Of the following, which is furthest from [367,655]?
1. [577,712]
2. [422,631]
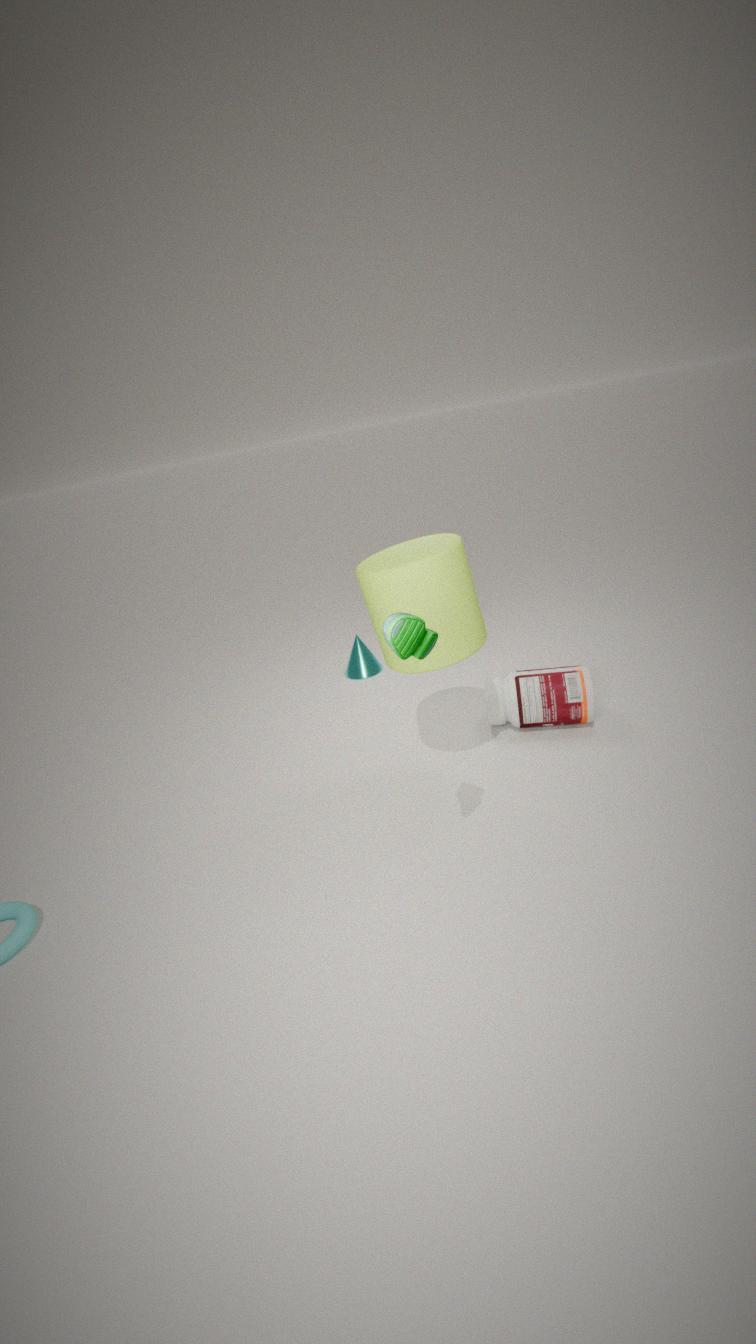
[422,631]
